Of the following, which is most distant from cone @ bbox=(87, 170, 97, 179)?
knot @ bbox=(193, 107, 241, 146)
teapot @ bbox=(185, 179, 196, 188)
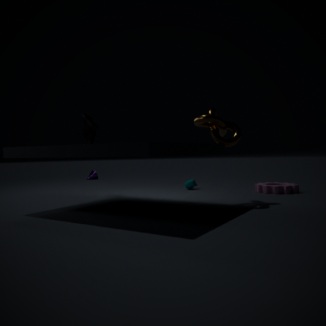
knot @ bbox=(193, 107, 241, 146)
